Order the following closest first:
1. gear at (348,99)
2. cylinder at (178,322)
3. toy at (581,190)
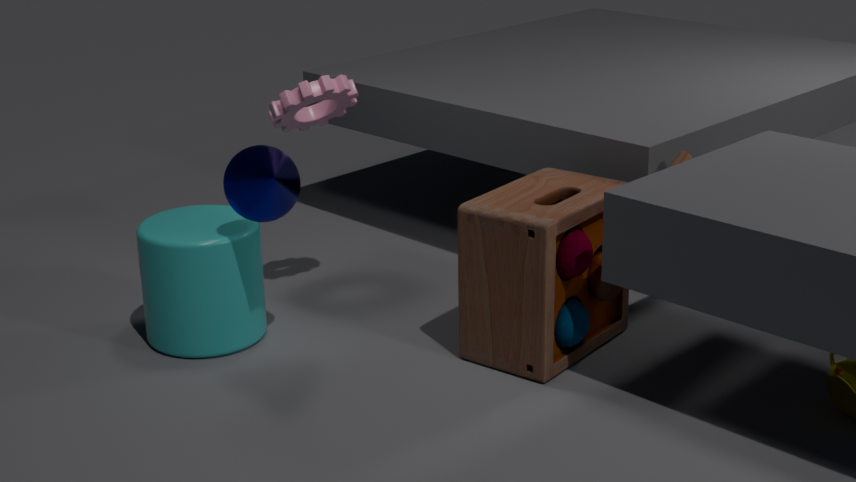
toy at (581,190)
cylinder at (178,322)
gear at (348,99)
